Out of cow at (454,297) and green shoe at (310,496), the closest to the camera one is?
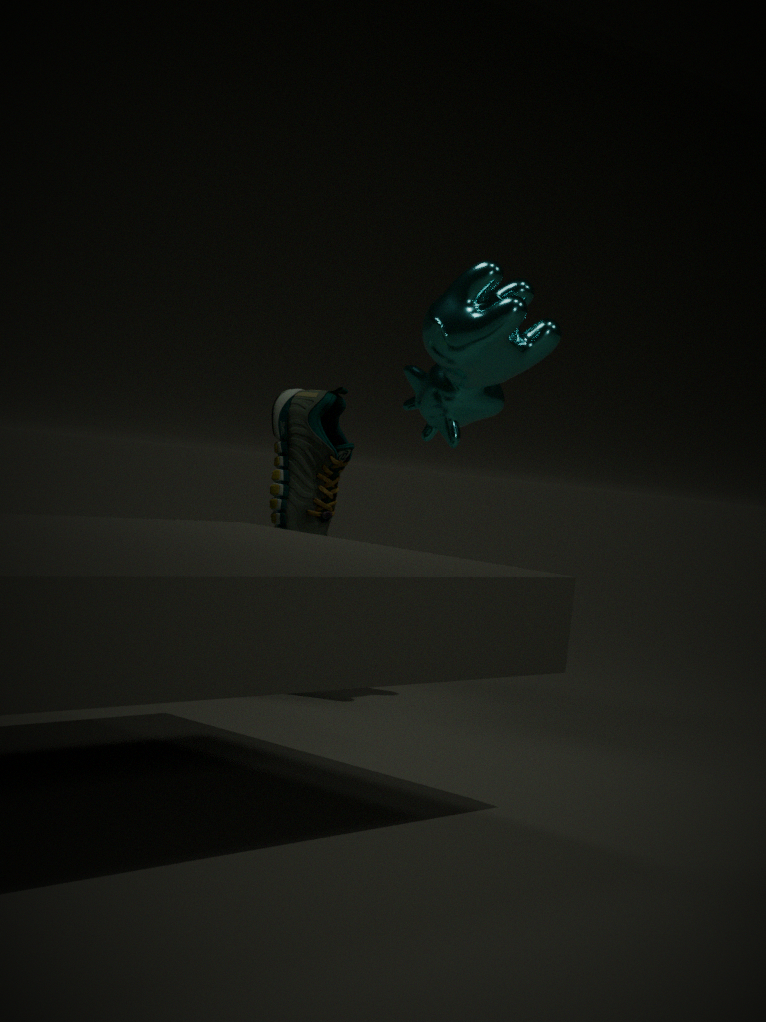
cow at (454,297)
